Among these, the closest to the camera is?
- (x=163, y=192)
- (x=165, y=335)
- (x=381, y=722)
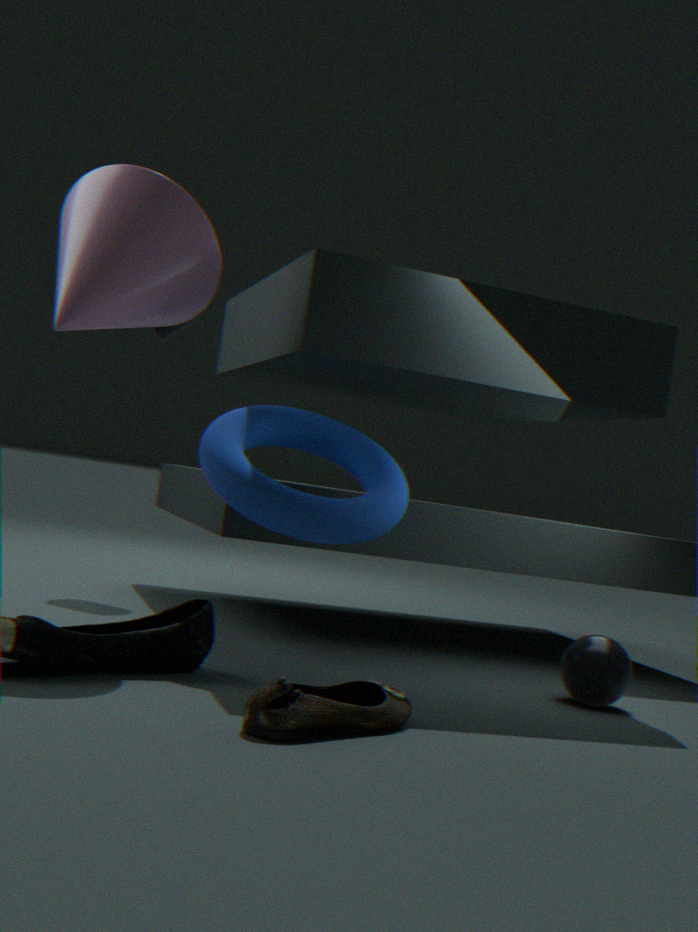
(x=381, y=722)
